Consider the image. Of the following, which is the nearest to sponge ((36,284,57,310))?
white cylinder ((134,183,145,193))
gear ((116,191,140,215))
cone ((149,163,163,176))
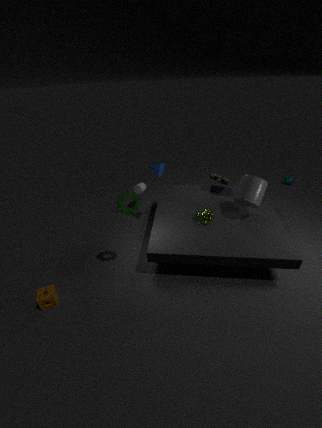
gear ((116,191,140,215))
